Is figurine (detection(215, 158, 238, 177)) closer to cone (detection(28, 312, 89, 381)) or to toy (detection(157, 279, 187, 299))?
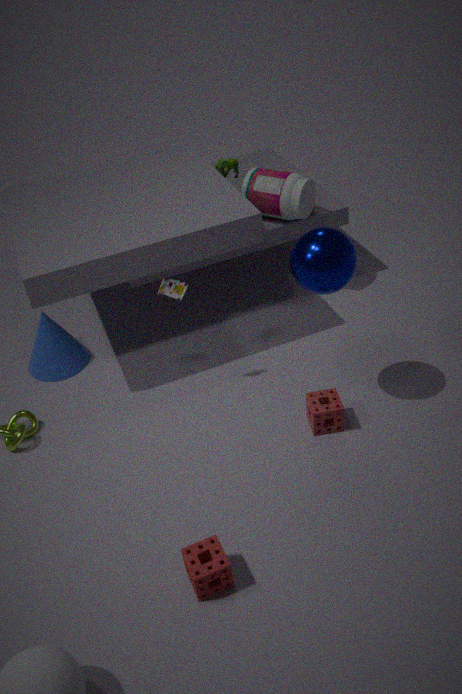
toy (detection(157, 279, 187, 299))
